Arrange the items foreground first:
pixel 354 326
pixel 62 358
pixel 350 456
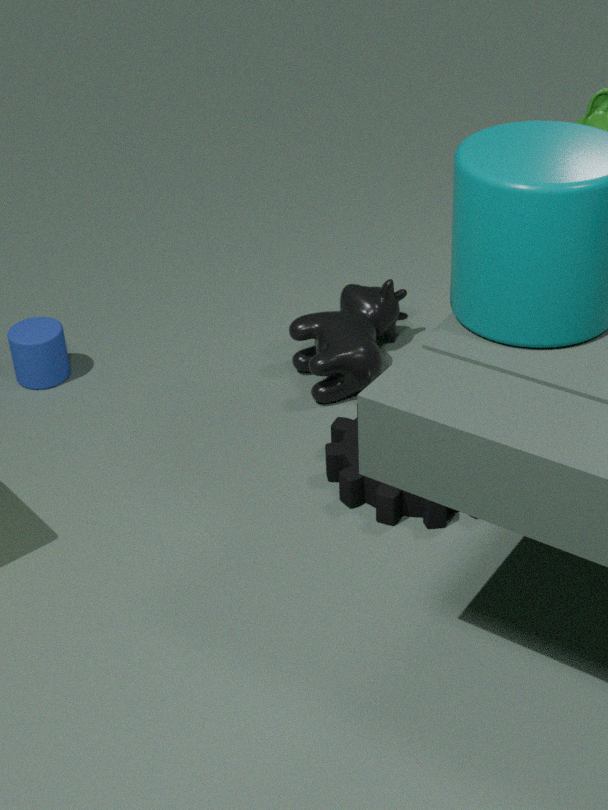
pixel 350 456 < pixel 354 326 < pixel 62 358
